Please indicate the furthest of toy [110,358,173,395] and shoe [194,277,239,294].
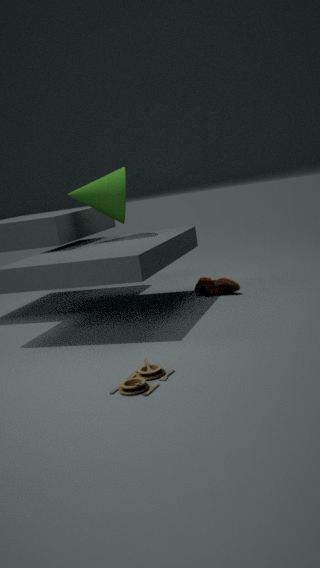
shoe [194,277,239,294]
